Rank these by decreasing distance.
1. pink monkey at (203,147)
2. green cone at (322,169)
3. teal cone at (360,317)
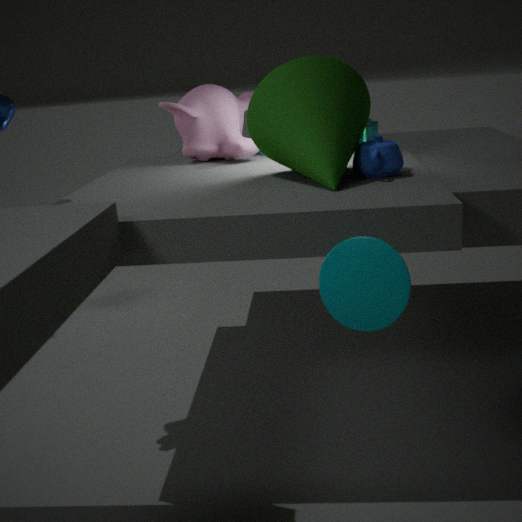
pink monkey at (203,147) → green cone at (322,169) → teal cone at (360,317)
